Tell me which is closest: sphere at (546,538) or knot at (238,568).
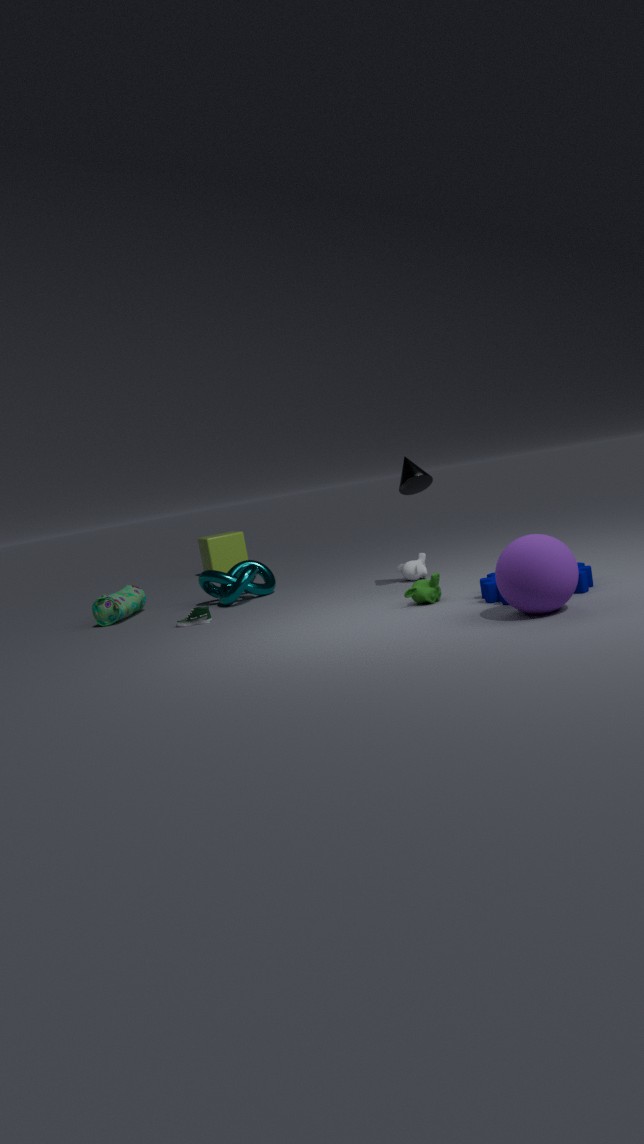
sphere at (546,538)
